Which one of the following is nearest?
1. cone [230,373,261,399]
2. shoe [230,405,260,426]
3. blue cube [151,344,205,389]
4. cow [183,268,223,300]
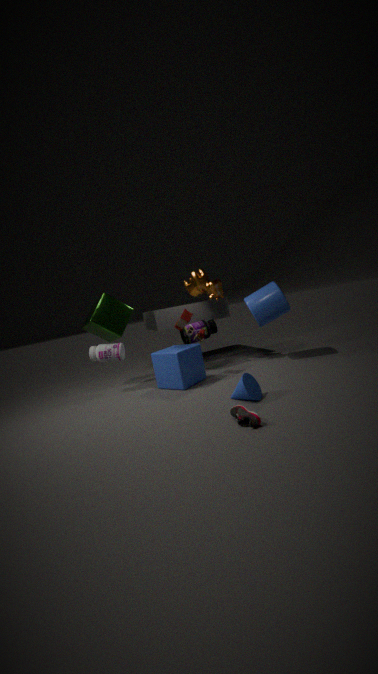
shoe [230,405,260,426]
